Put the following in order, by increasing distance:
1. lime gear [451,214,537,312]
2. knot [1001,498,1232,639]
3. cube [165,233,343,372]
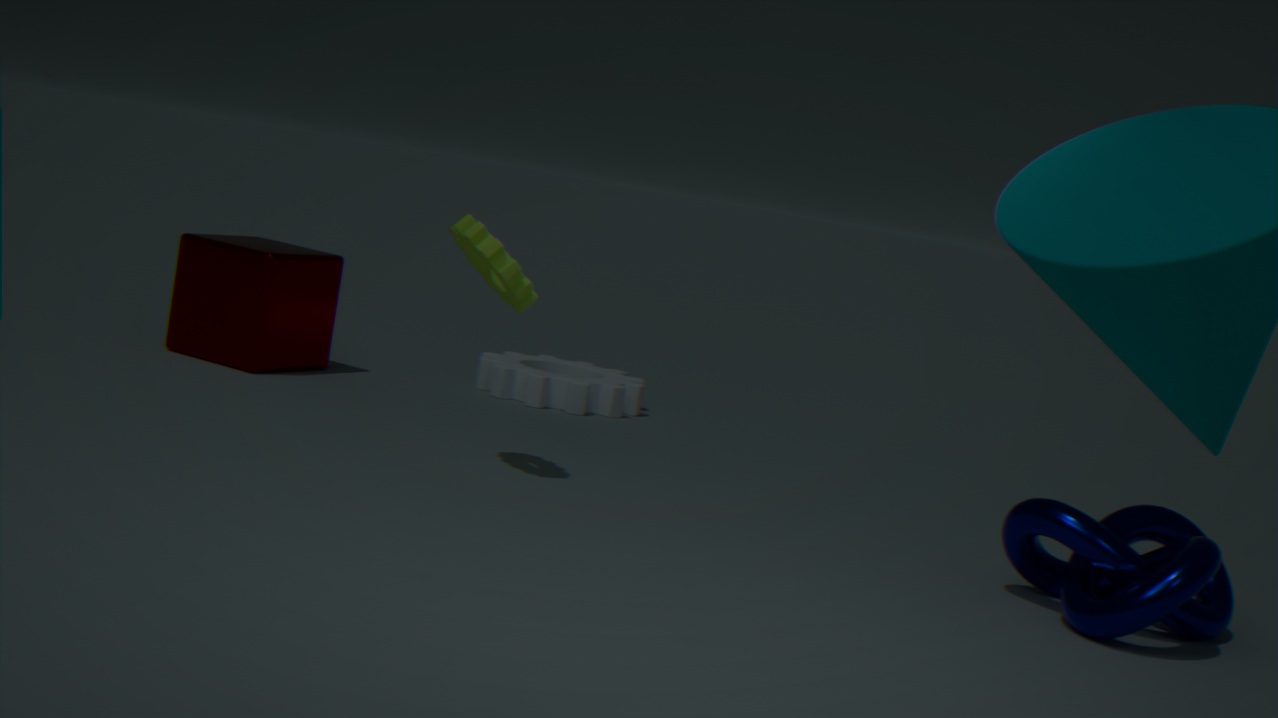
knot [1001,498,1232,639] < lime gear [451,214,537,312] < cube [165,233,343,372]
